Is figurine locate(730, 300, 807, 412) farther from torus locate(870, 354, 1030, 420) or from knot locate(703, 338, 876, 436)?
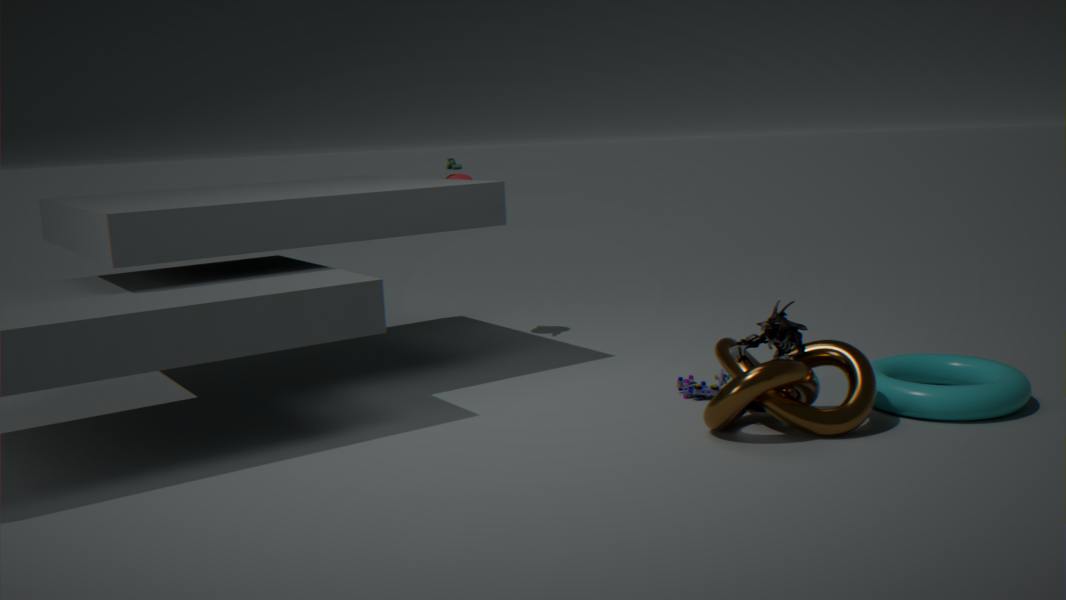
torus locate(870, 354, 1030, 420)
